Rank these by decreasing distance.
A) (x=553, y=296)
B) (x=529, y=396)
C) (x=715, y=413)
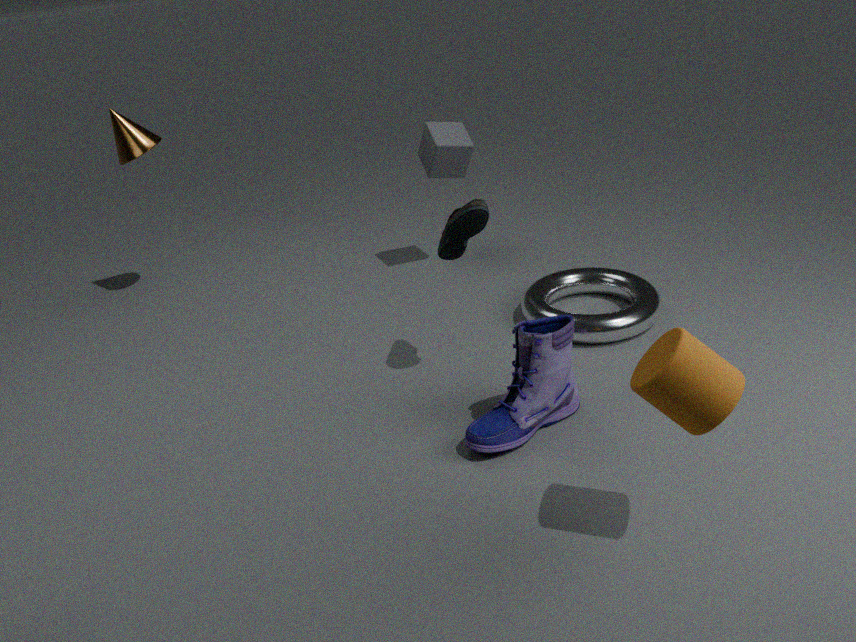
A. (x=553, y=296)
B. (x=529, y=396)
C. (x=715, y=413)
